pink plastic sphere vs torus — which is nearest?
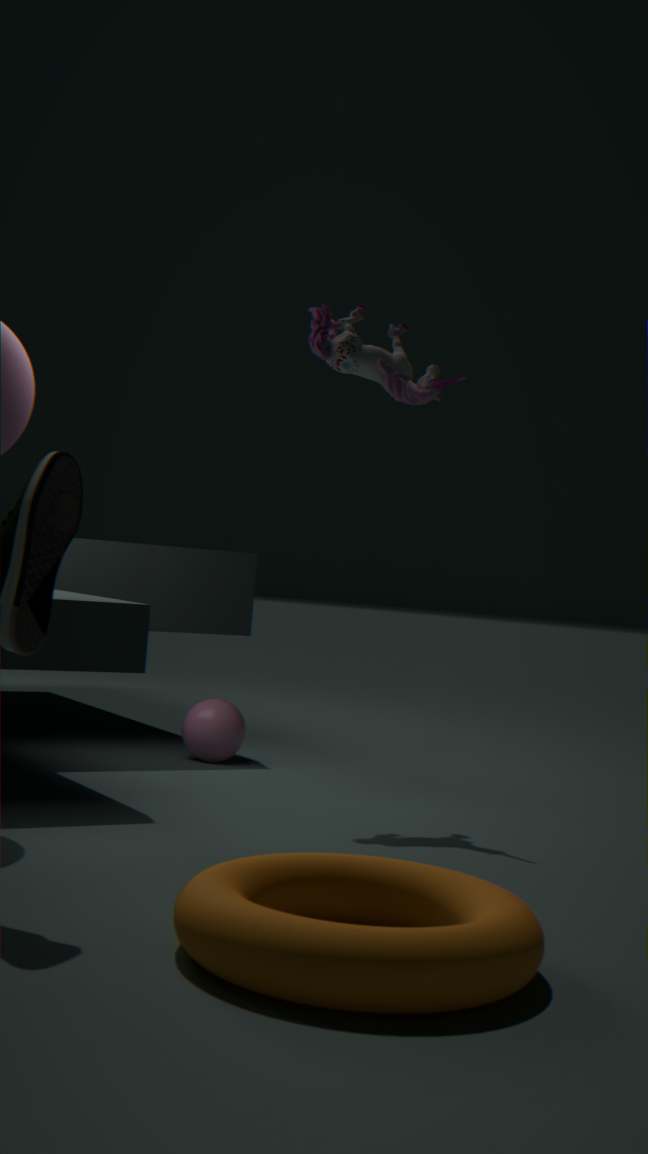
torus
